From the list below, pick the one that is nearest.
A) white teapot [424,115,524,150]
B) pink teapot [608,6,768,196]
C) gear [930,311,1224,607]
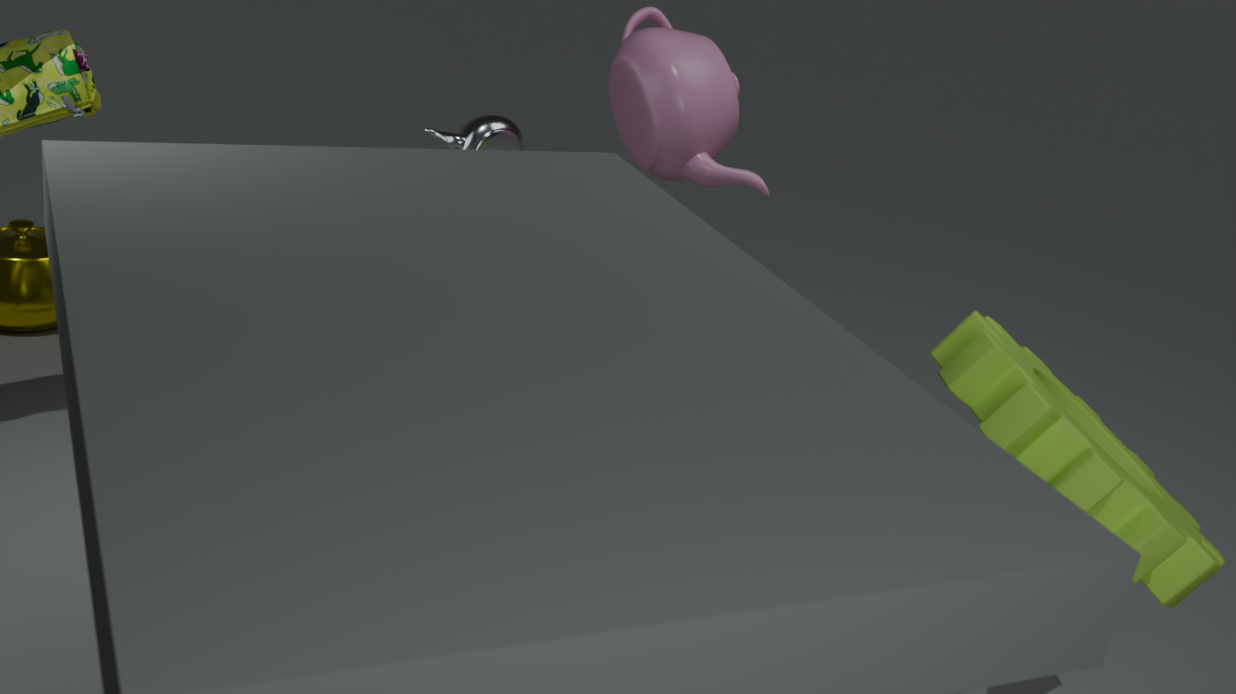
gear [930,311,1224,607]
